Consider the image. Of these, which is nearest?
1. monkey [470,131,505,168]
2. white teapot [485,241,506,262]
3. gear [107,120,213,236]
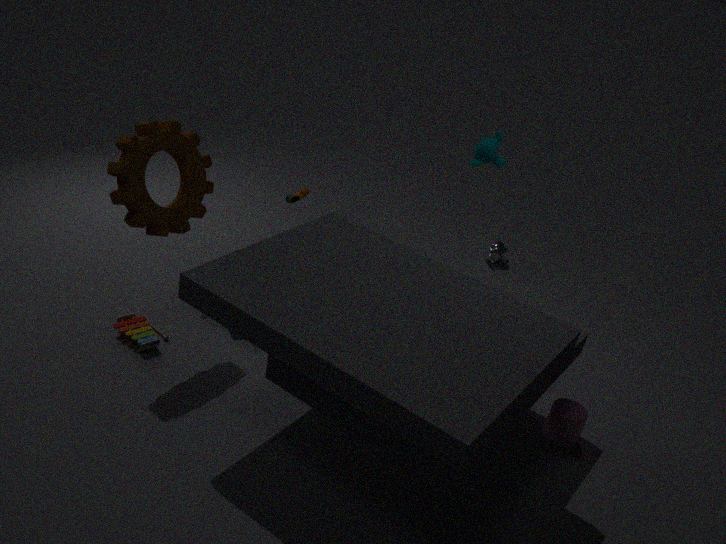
gear [107,120,213,236]
